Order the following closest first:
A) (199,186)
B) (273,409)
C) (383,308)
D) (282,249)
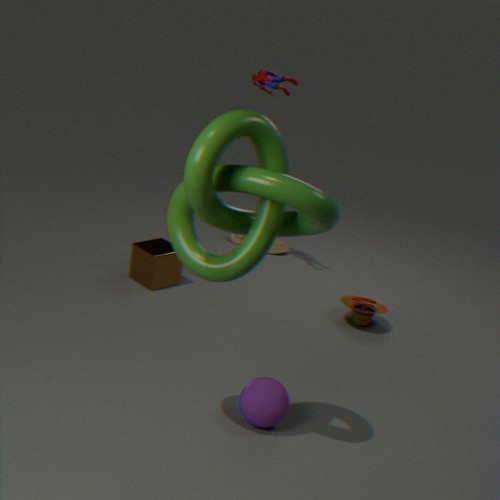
1. (199,186)
2. (273,409)
3. (383,308)
4. (282,249)
